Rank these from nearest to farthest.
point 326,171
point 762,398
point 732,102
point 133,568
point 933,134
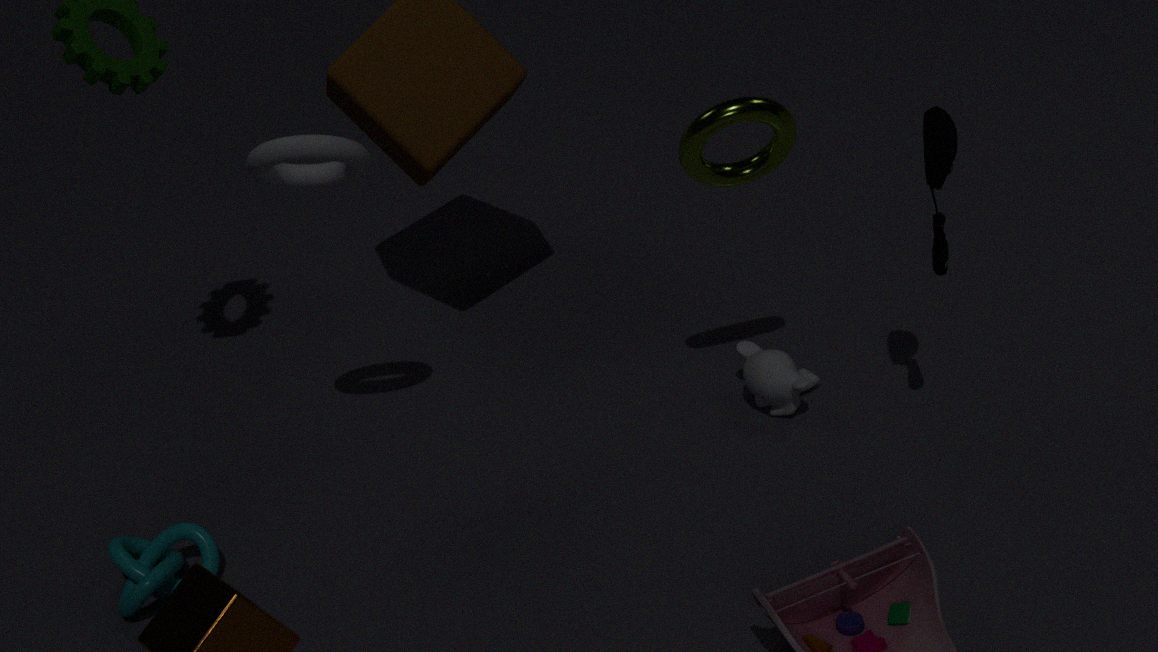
point 933,134, point 732,102, point 326,171, point 133,568, point 762,398
